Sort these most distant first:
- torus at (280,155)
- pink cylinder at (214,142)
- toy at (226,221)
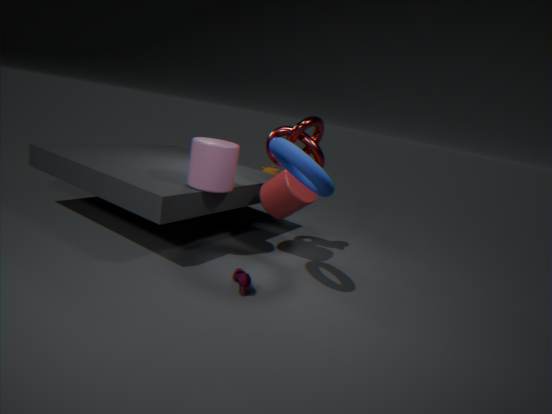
toy at (226,221), pink cylinder at (214,142), torus at (280,155)
